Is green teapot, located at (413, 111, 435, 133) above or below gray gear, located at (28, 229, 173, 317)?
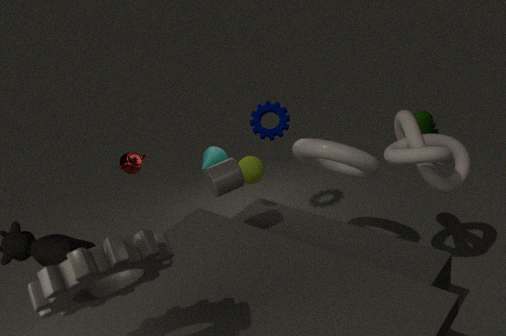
below
